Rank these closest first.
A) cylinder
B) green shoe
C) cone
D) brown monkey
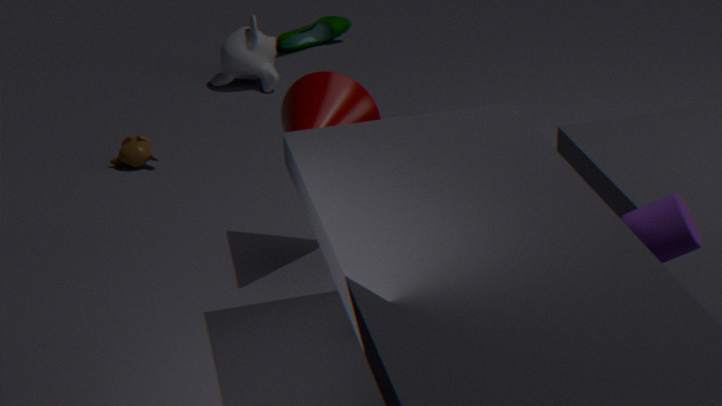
cylinder
cone
brown monkey
green shoe
